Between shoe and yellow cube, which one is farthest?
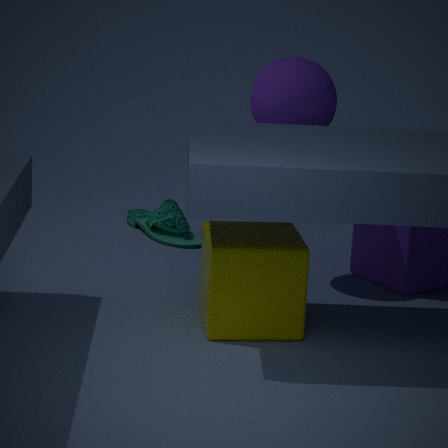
shoe
